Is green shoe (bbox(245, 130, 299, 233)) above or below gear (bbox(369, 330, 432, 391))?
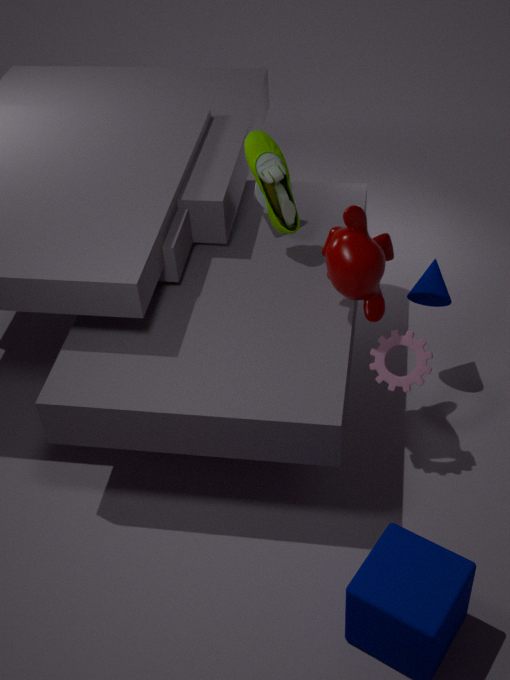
above
